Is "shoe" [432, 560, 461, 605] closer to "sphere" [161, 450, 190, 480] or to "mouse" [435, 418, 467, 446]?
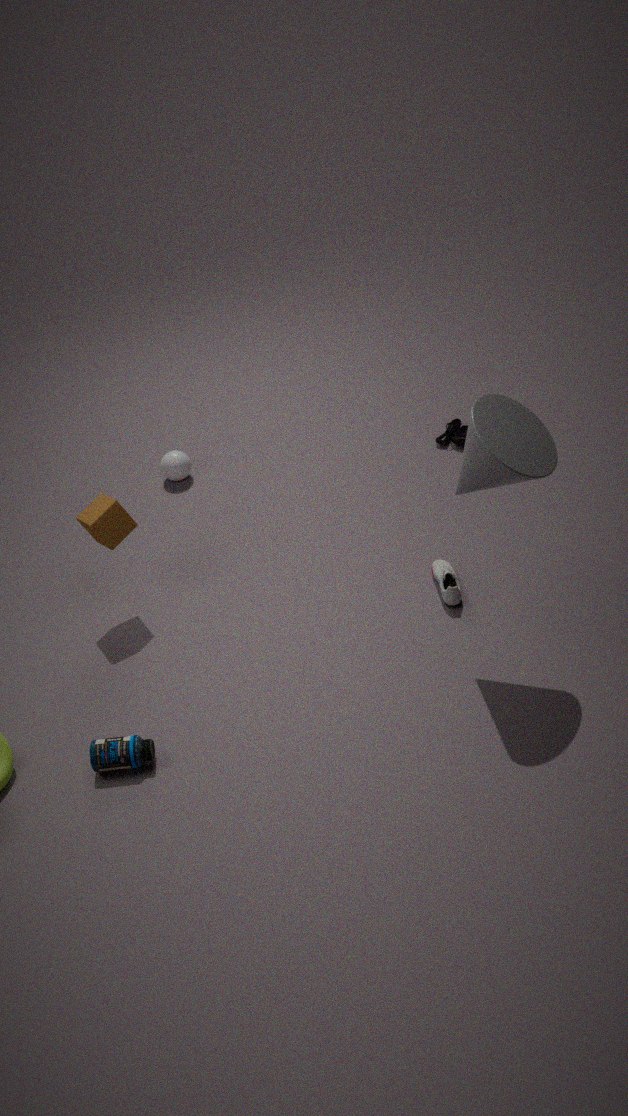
"mouse" [435, 418, 467, 446]
